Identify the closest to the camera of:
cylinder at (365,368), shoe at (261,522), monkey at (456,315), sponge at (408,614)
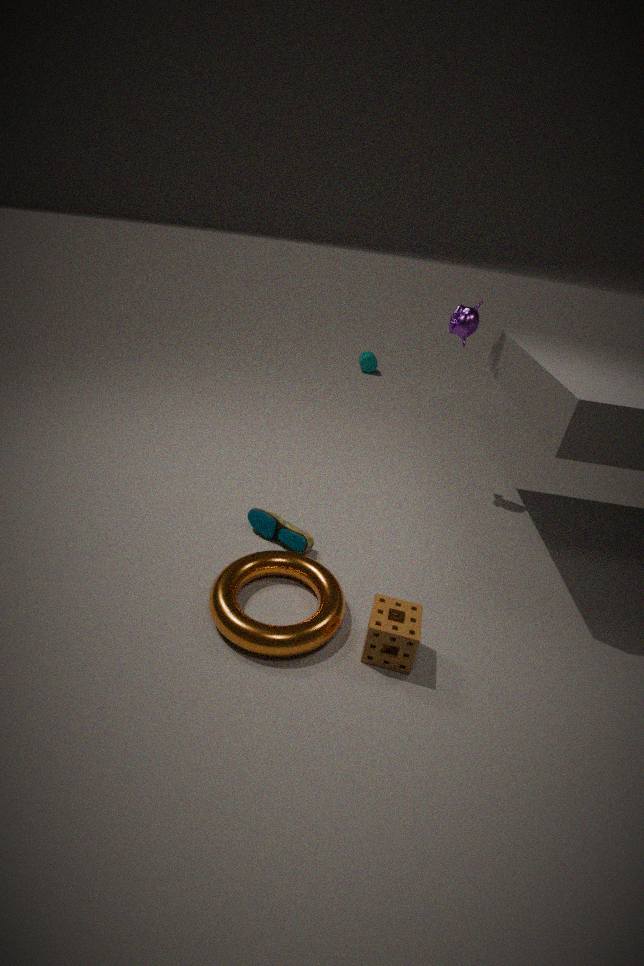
sponge at (408,614)
